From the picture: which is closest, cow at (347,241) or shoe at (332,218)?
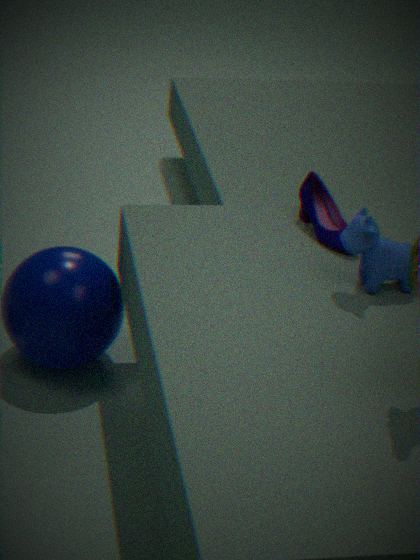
cow at (347,241)
